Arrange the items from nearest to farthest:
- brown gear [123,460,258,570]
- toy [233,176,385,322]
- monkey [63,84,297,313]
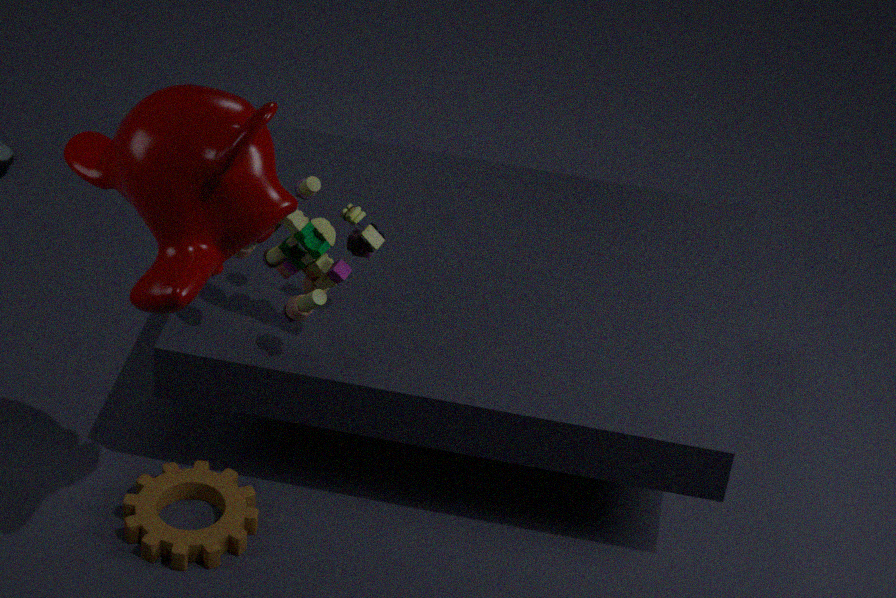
monkey [63,84,297,313]
toy [233,176,385,322]
brown gear [123,460,258,570]
